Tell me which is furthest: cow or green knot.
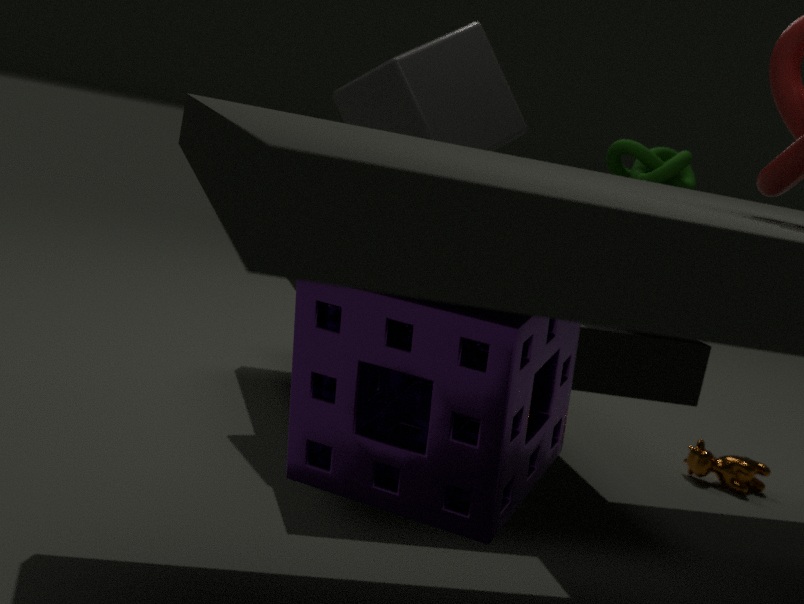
cow
